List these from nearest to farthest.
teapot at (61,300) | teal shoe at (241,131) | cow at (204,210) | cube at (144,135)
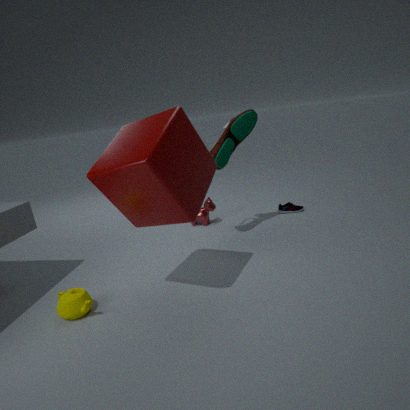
cube at (144,135)
teapot at (61,300)
teal shoe at (241,131)
cow at (204,210)
